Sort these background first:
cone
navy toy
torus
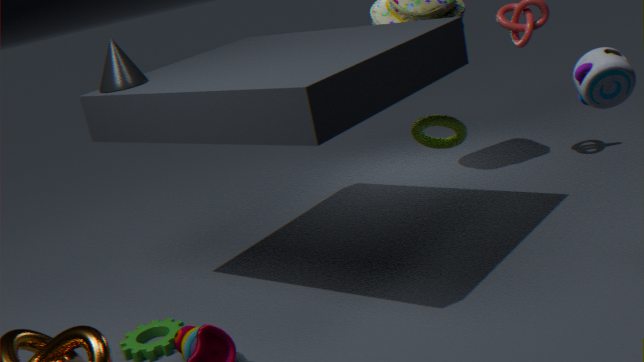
torus
cone
navy toy
